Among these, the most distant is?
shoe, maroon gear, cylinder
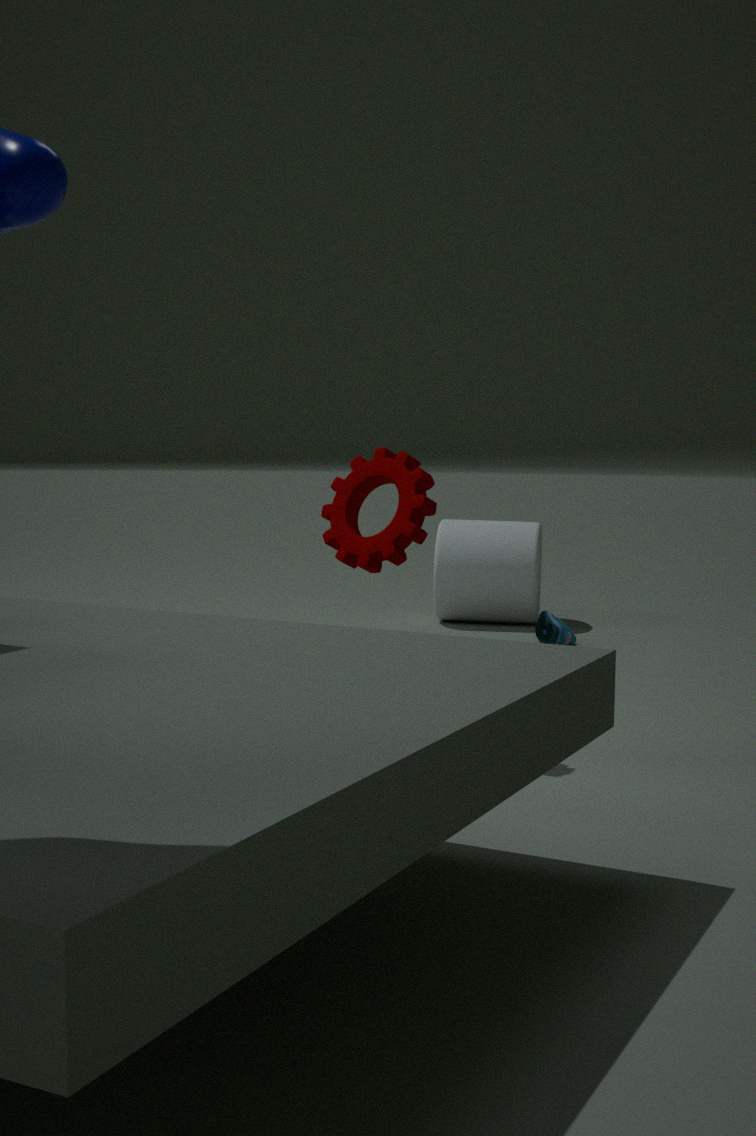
cylinder
